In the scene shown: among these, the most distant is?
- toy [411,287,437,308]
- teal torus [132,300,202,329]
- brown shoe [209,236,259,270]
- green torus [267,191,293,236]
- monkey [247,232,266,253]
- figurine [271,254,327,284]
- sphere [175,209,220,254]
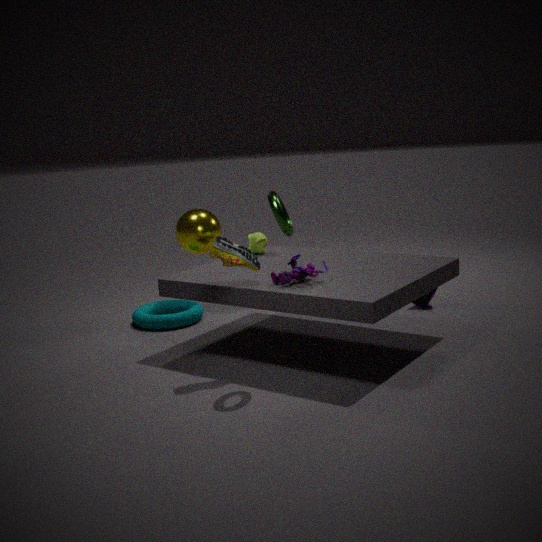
sphere [175,209,220,254]
